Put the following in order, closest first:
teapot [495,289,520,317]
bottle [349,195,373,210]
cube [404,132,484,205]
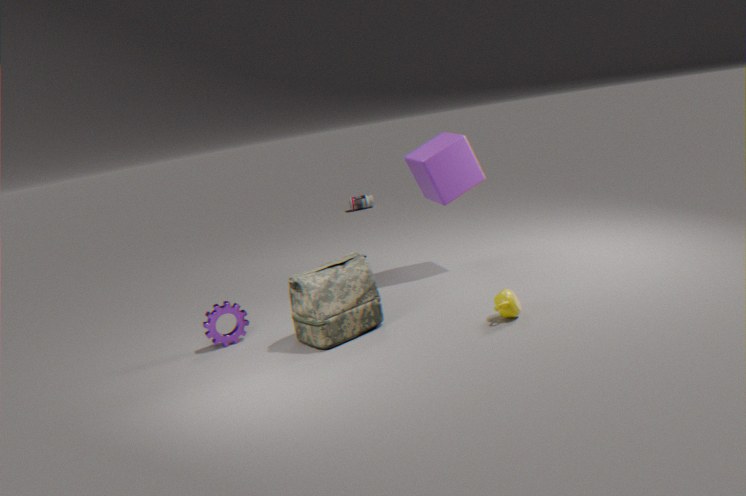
teapot [495,289,520,317], cube [404,132,484,205], bottle [349,195,373,210]
